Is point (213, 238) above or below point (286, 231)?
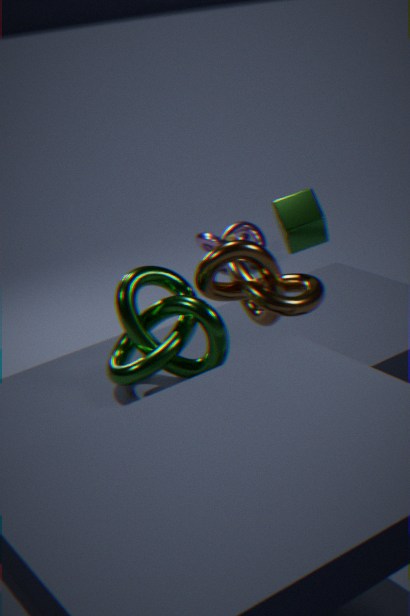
below
